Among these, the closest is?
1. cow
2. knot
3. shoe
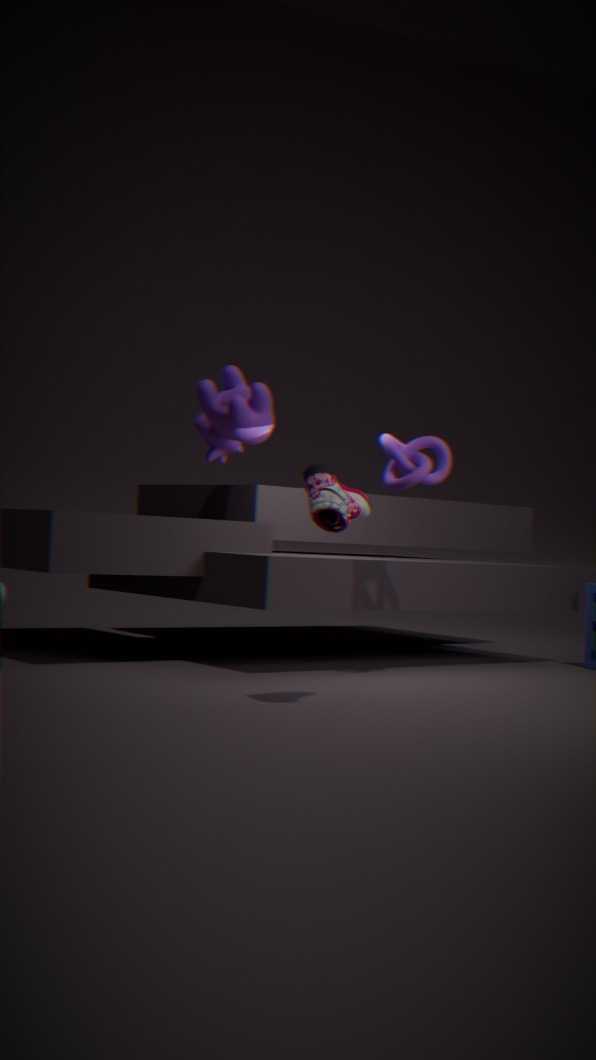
shoe
